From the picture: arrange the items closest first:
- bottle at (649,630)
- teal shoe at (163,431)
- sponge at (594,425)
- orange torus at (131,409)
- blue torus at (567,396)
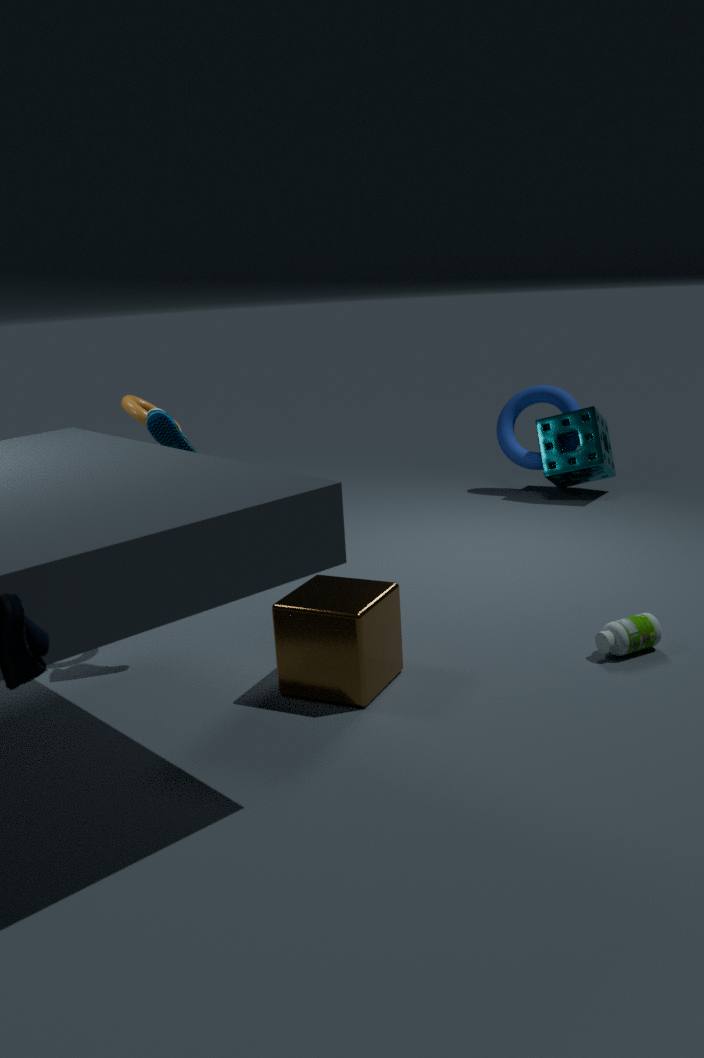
1. teal shoe at (163,431)
2. bottle at (649,630)
3. orange torus at (131,409)
4. sponge at (594,425)
5. blue torus at (567,396)
